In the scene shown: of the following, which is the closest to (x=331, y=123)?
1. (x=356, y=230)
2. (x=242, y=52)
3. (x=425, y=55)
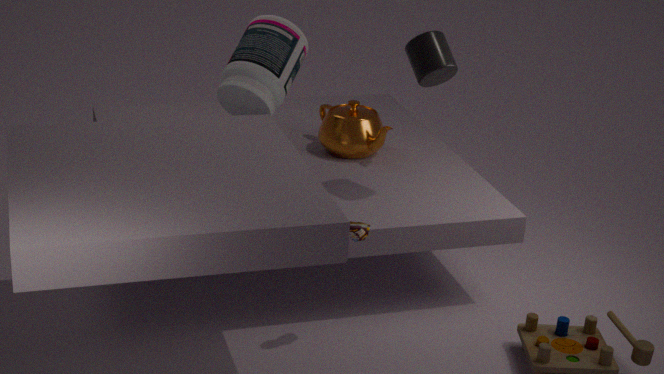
(x=242, y=52)
